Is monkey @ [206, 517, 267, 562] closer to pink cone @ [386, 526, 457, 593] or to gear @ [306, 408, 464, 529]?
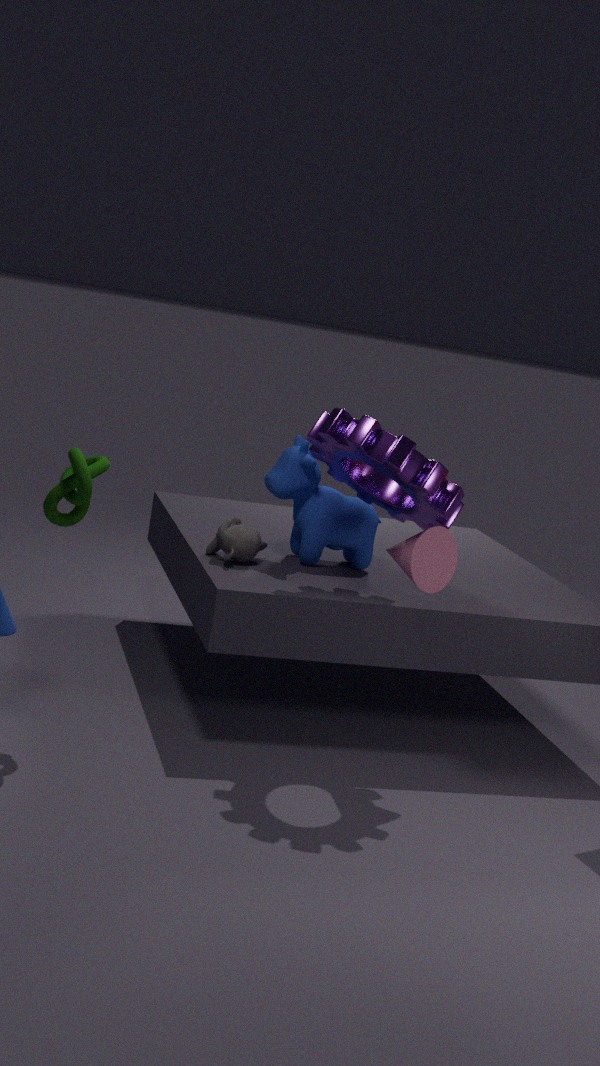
gear @ [306, 408, 464, 529]
